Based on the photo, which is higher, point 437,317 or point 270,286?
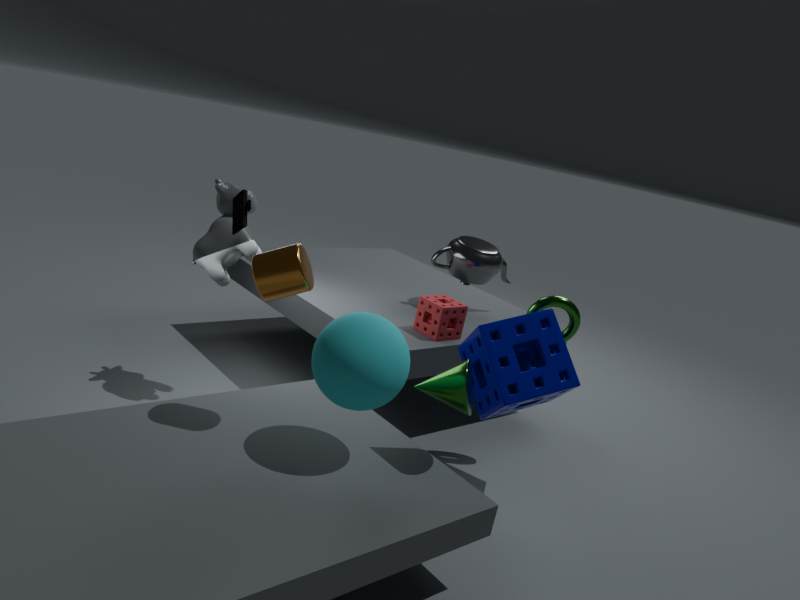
point 270,286
